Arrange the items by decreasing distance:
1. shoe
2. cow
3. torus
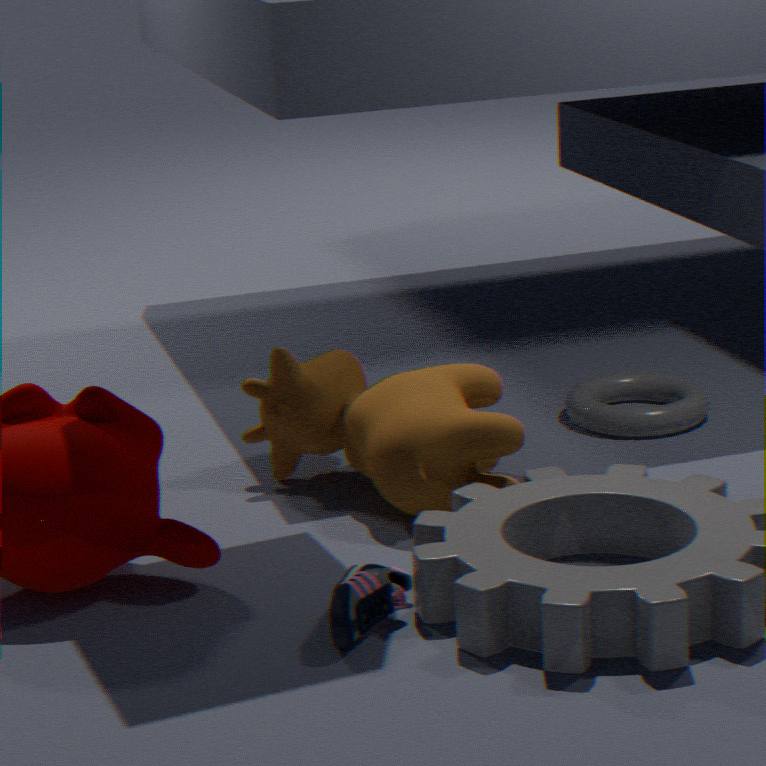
torus → cow → shoe
